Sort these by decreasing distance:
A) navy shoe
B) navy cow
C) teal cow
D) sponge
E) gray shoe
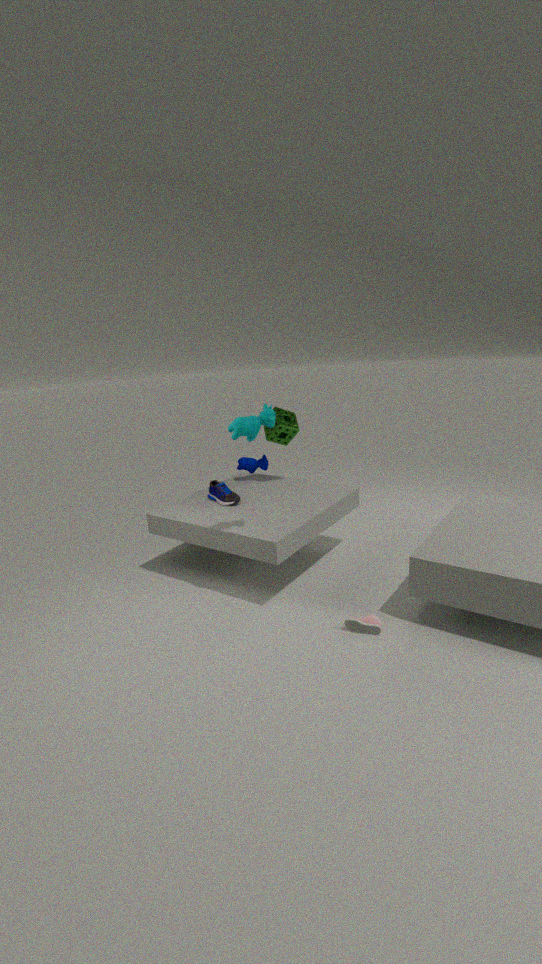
navy cow < sponge < navy shoe < gray shoe < teal cow
